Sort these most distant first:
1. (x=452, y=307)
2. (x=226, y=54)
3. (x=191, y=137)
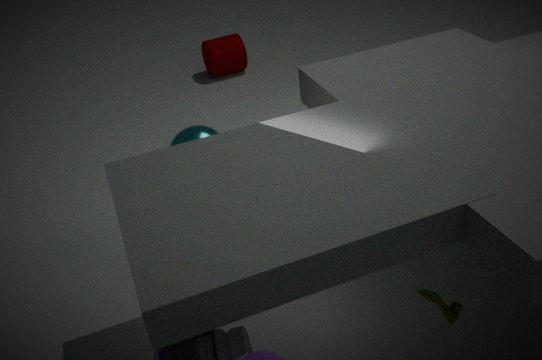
(x=226, y=54), (x=191, y=137), (x=452, y=307)
